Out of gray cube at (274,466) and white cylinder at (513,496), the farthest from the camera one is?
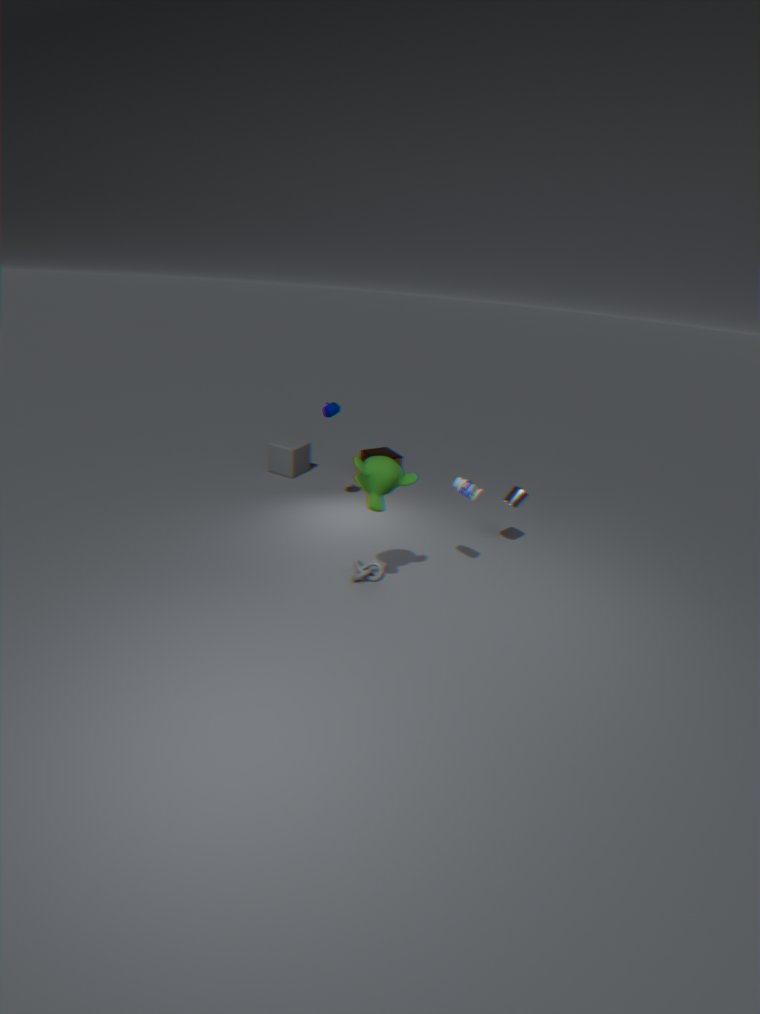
gray cube at (274,466)
